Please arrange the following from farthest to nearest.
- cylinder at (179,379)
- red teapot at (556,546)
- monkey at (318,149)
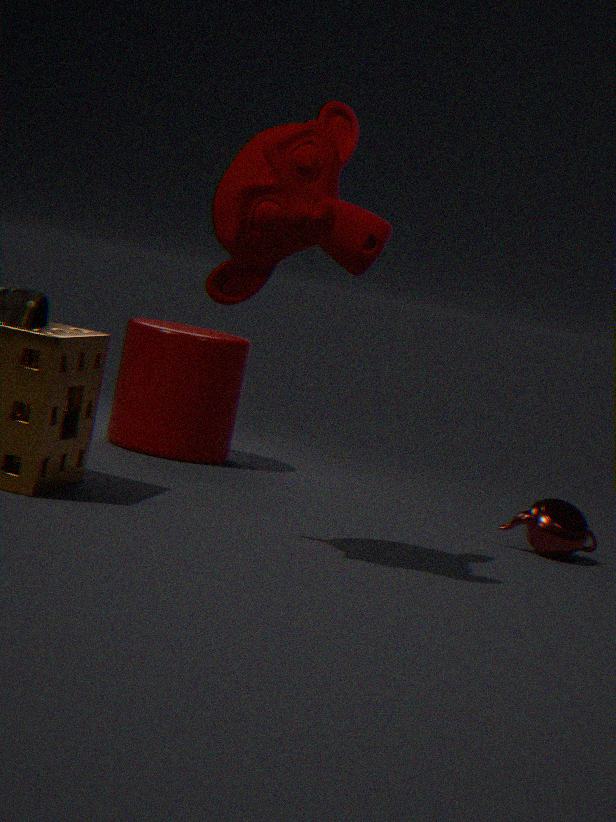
cylinder at (179,379) → red teapot at (556,546) → monkey at (318,149)
